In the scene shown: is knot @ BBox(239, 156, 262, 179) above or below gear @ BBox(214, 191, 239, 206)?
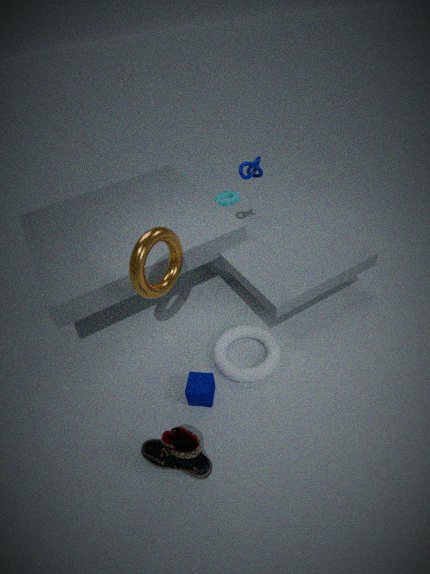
above
